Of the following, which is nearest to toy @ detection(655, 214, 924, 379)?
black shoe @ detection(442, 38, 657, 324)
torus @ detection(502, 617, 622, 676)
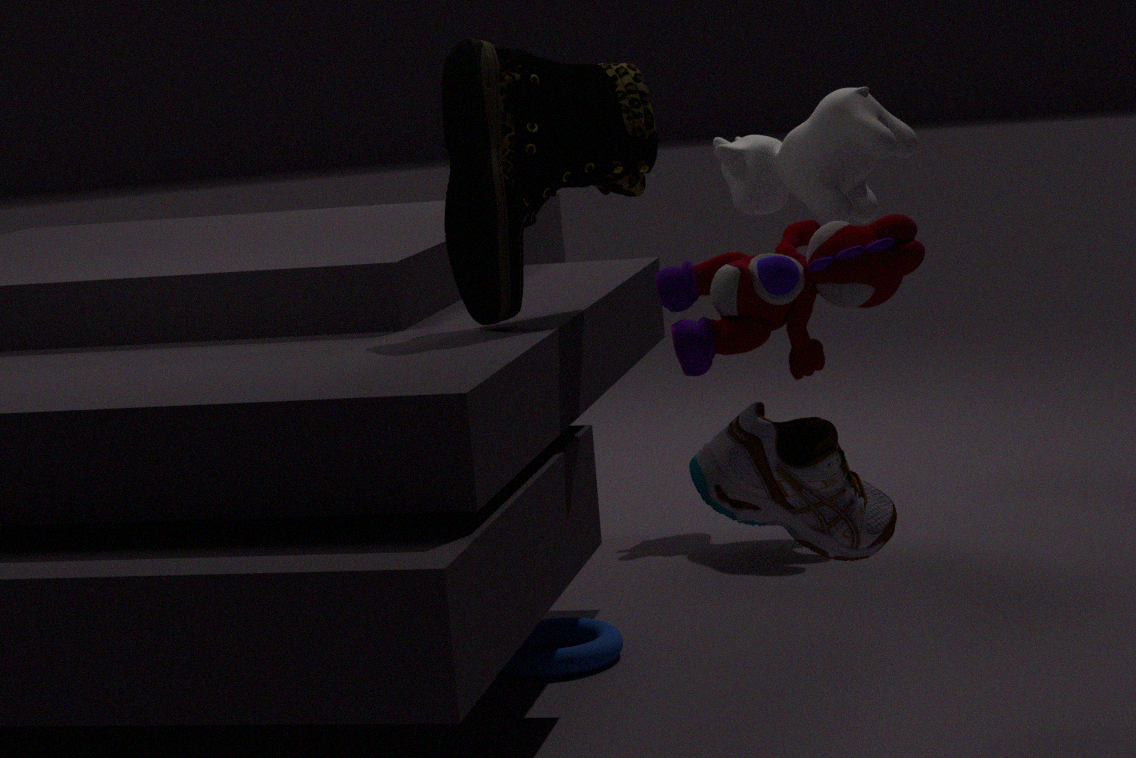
black shoe @ detection(442, 38, 657, 324)
